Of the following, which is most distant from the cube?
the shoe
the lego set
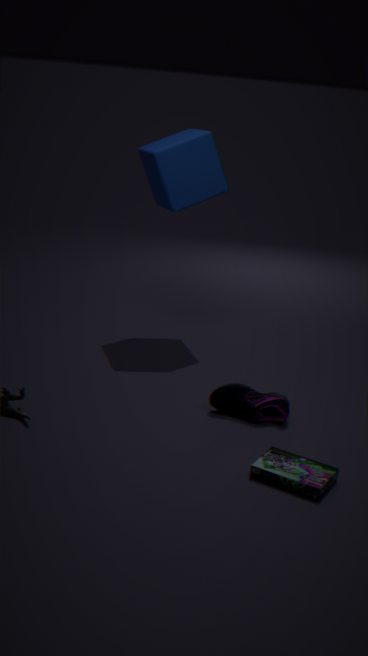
the lego set
